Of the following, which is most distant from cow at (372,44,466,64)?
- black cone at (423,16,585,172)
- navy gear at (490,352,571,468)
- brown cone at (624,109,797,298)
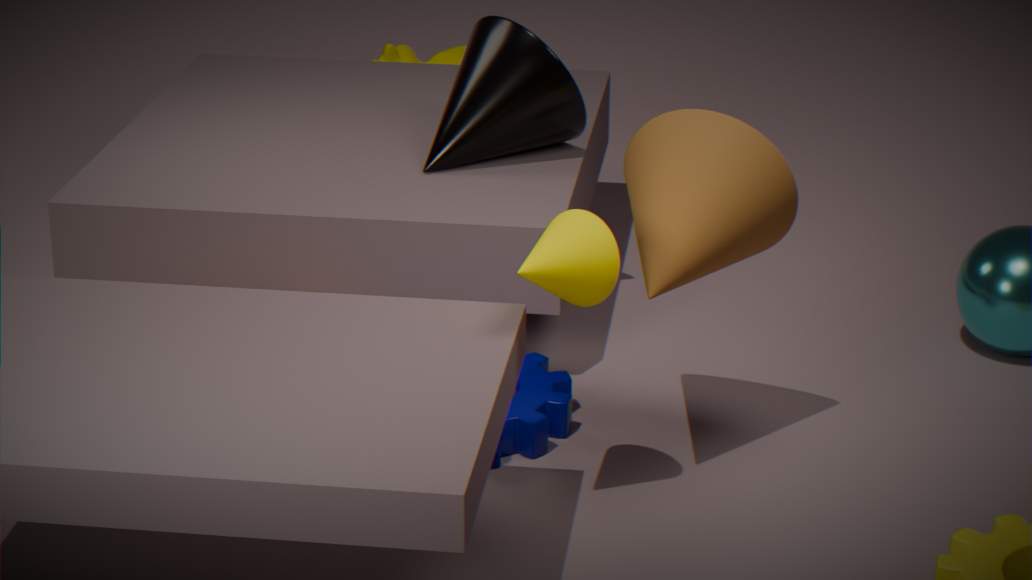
brown cone at (624,109,797,298)
